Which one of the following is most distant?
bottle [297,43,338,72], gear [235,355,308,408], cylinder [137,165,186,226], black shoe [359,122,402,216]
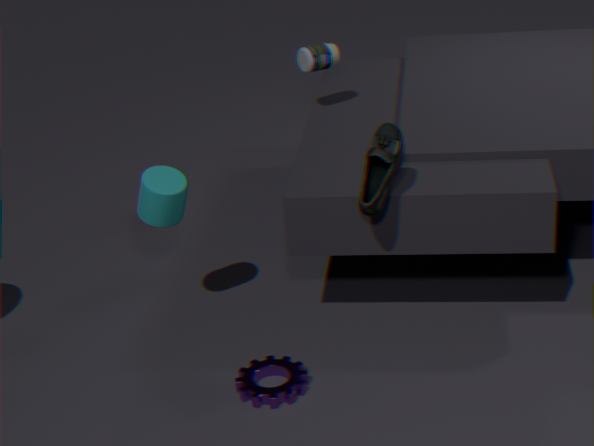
bottle [297,43,338,72]
